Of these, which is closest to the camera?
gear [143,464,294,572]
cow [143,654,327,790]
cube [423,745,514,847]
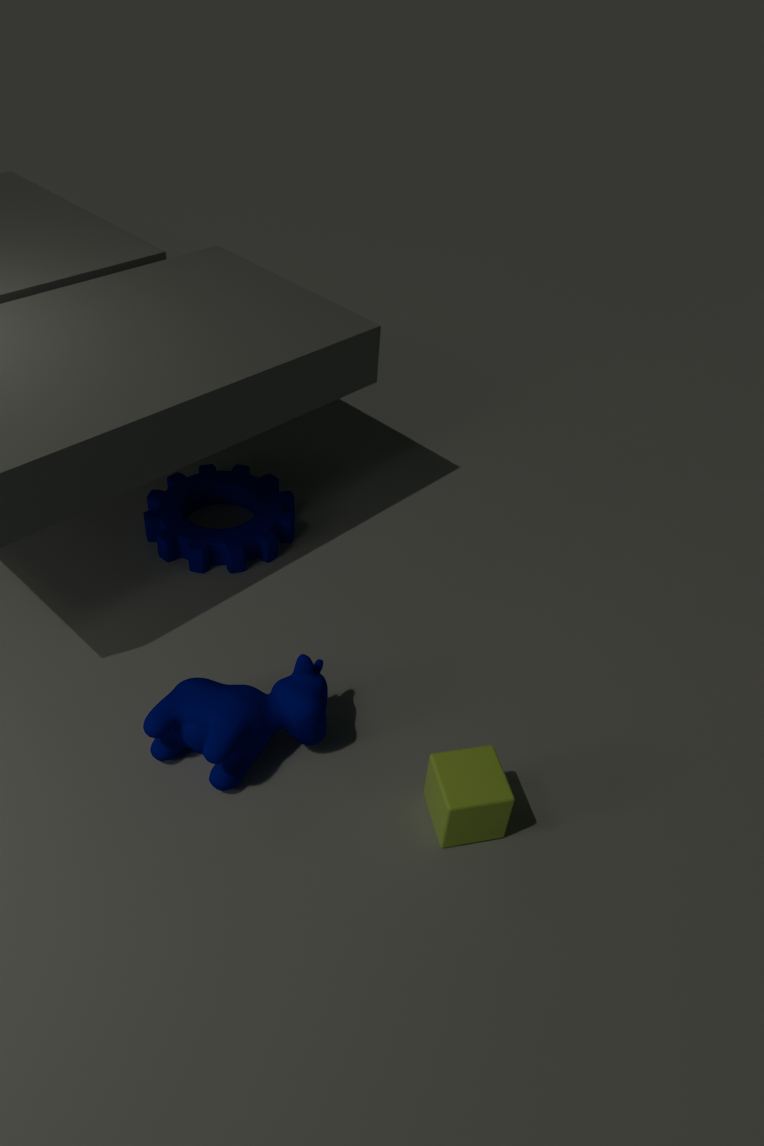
cube [423,745,514,847]
